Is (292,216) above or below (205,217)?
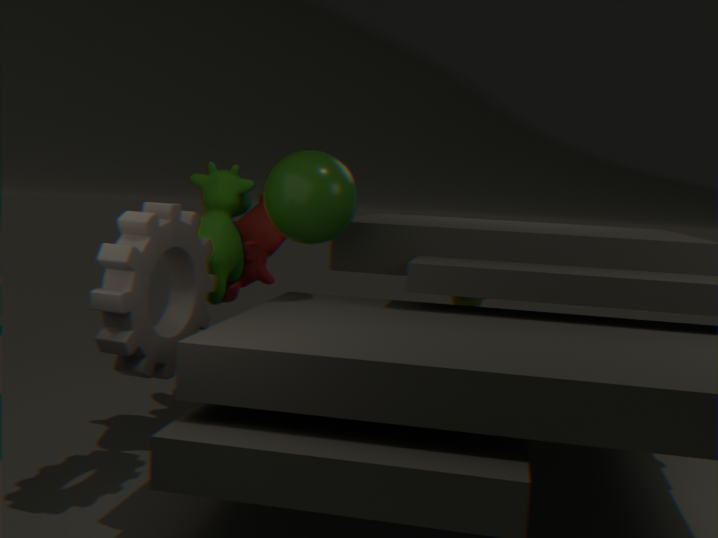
above
